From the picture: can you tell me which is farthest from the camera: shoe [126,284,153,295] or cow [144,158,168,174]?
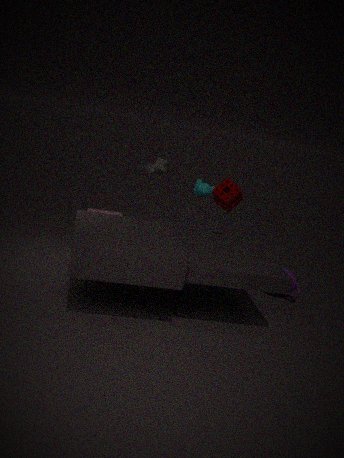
cow [144,158,168,174]
